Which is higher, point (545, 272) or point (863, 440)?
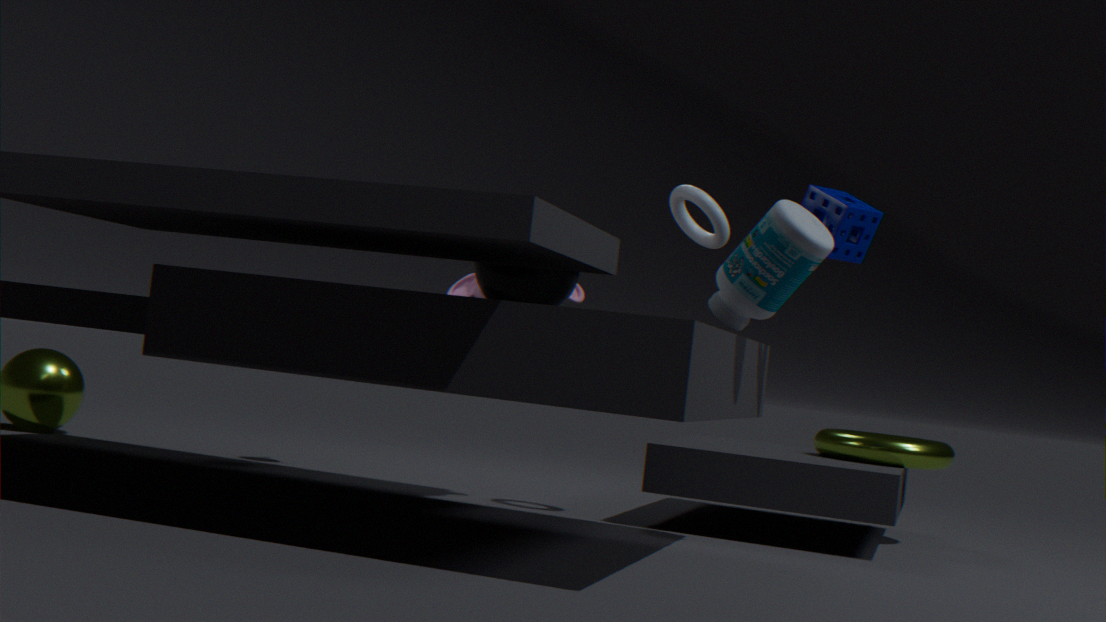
point (545, 272)
